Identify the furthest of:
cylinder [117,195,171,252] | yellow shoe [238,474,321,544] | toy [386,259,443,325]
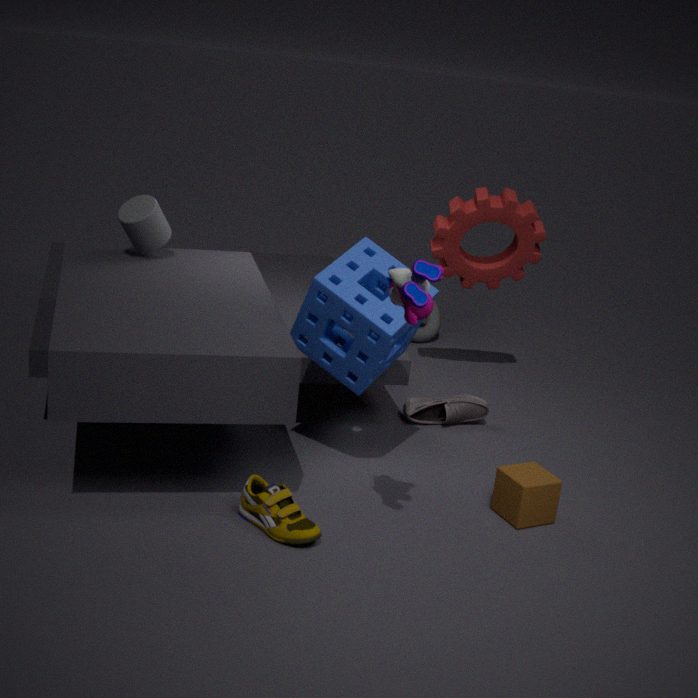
cylinder [117,195,171,252]
